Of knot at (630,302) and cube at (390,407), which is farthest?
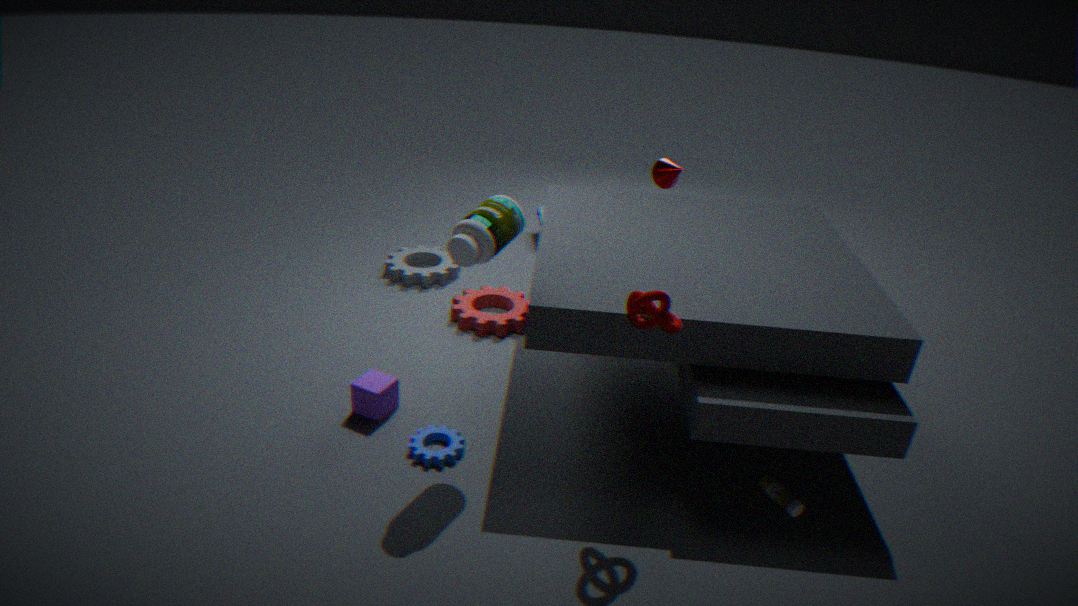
cube at (390,407)
